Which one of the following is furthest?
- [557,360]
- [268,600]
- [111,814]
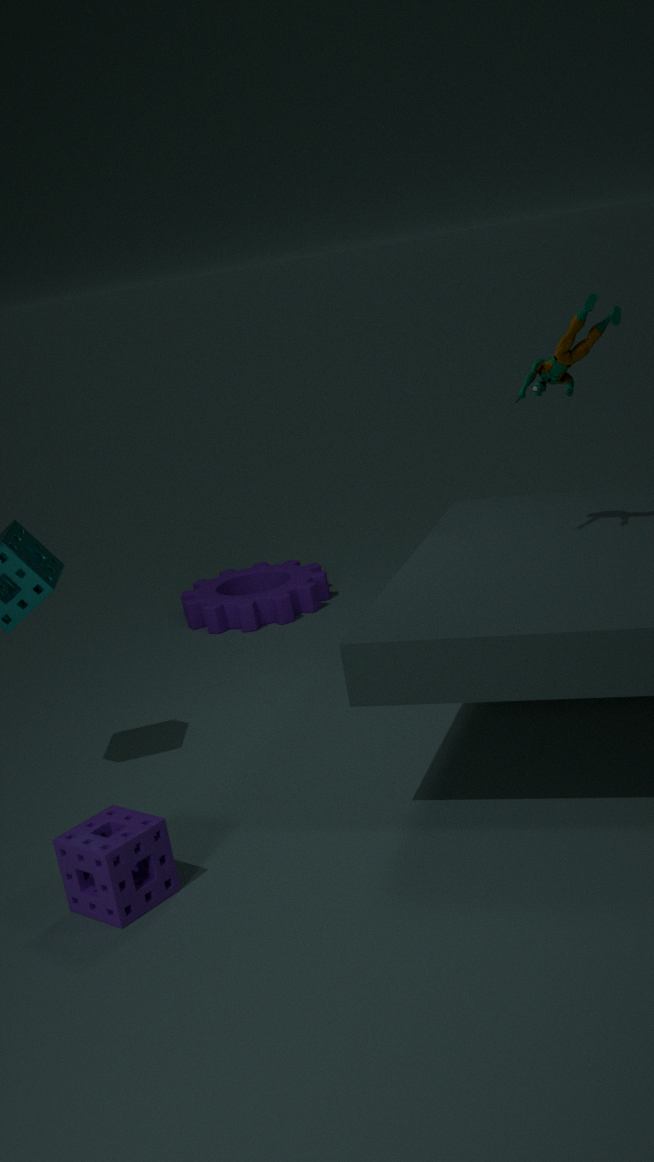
[268,600]
